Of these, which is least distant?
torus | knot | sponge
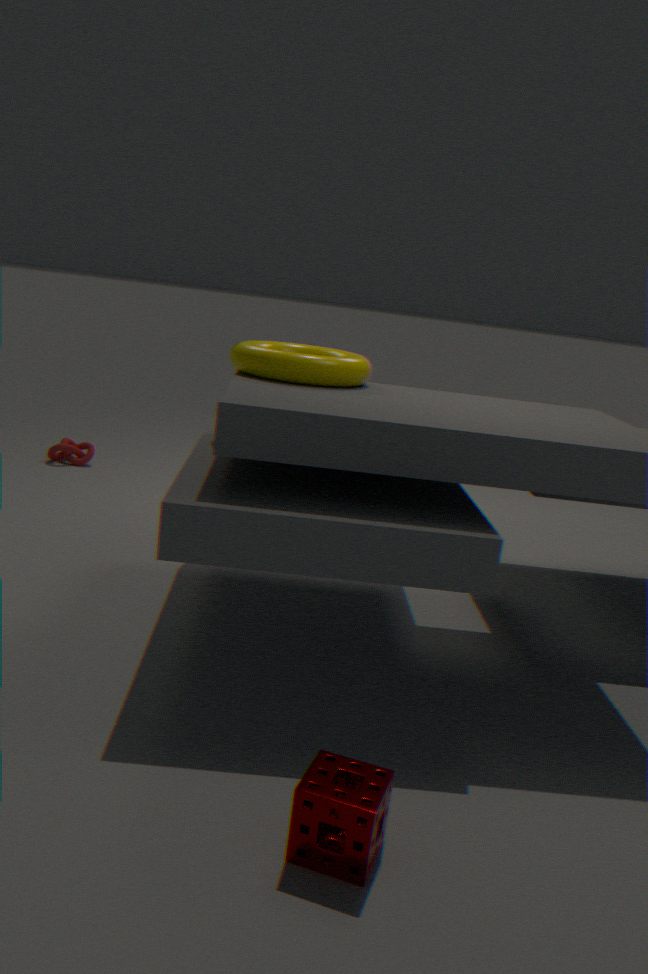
sponge
